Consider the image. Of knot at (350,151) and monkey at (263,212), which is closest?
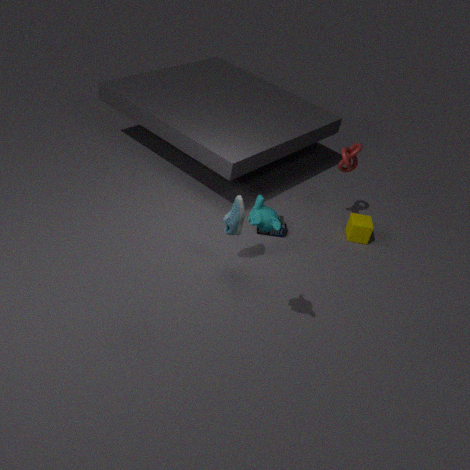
monkey at (263,212)
